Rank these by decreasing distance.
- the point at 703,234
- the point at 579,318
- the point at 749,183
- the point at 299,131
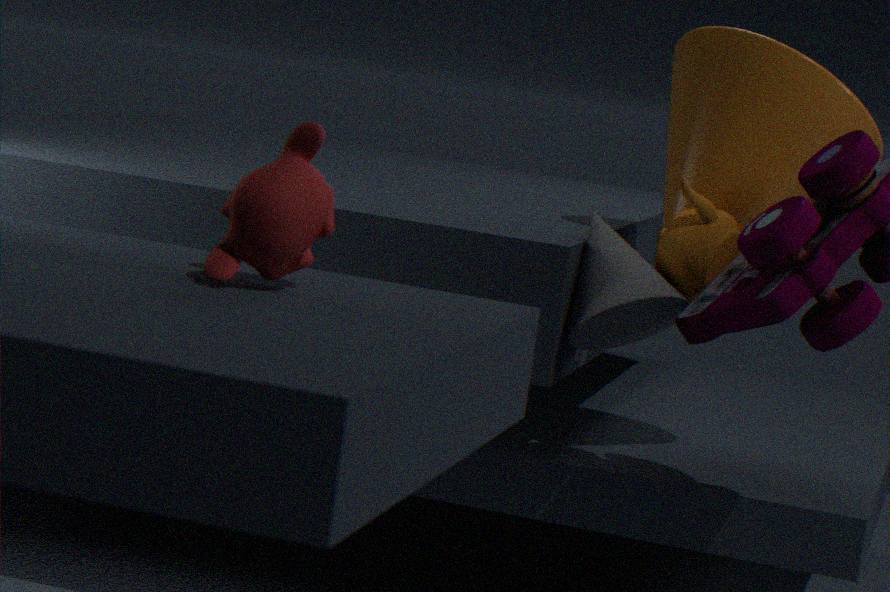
1. the point at 749,183
2. the point at 703,234
3. the point at 579,318
4. the point at 299,131
